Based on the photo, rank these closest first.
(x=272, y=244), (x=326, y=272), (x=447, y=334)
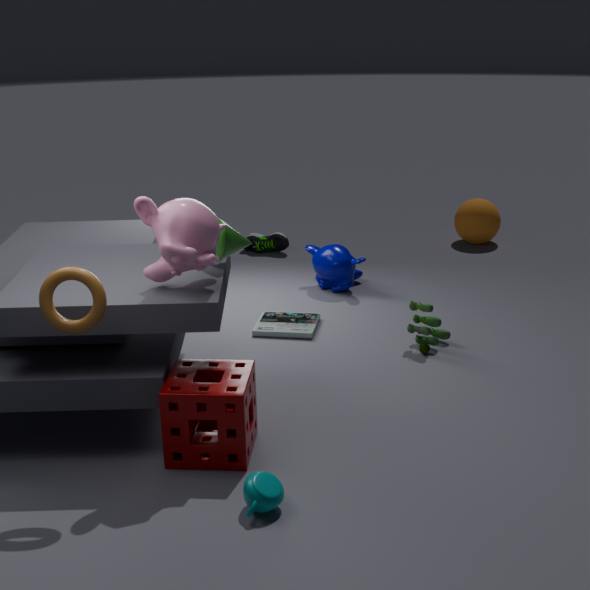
(x=447, y=334) < (x=326, y=272) < (x=272, y=244)
